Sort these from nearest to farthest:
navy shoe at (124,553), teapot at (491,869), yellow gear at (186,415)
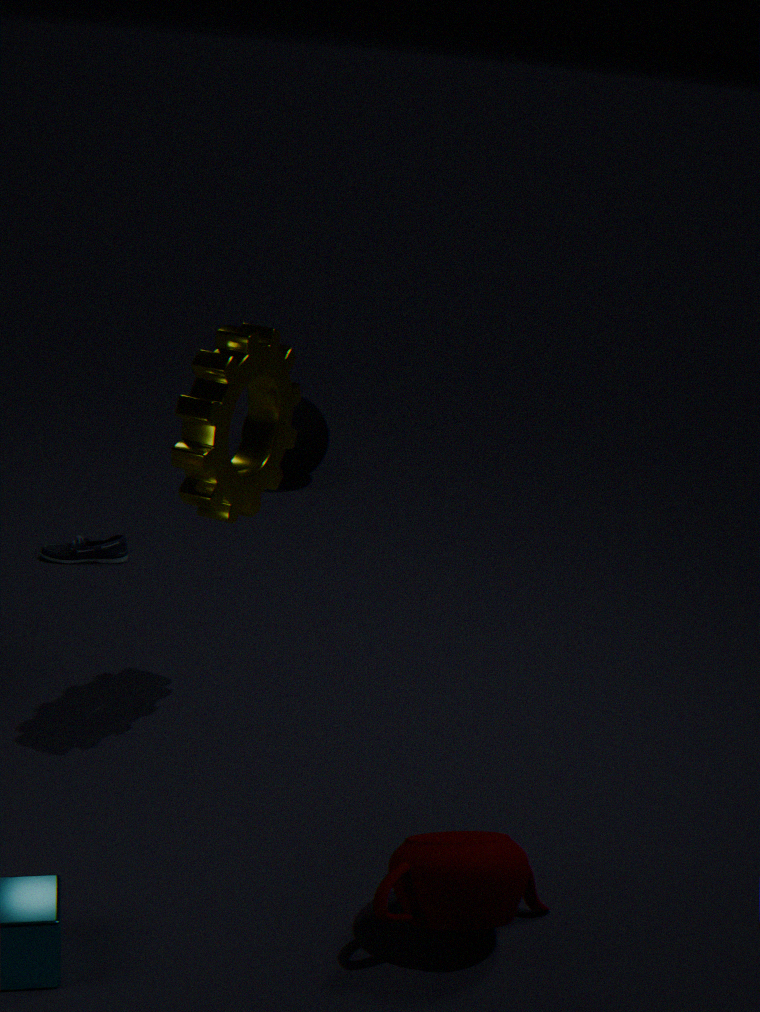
teapot at (491,869)
yellow gear at (186,415)
navy shoe at (124,553)
